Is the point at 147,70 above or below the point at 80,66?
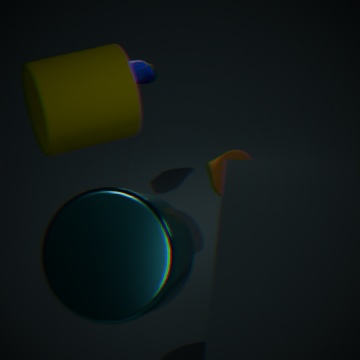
below
